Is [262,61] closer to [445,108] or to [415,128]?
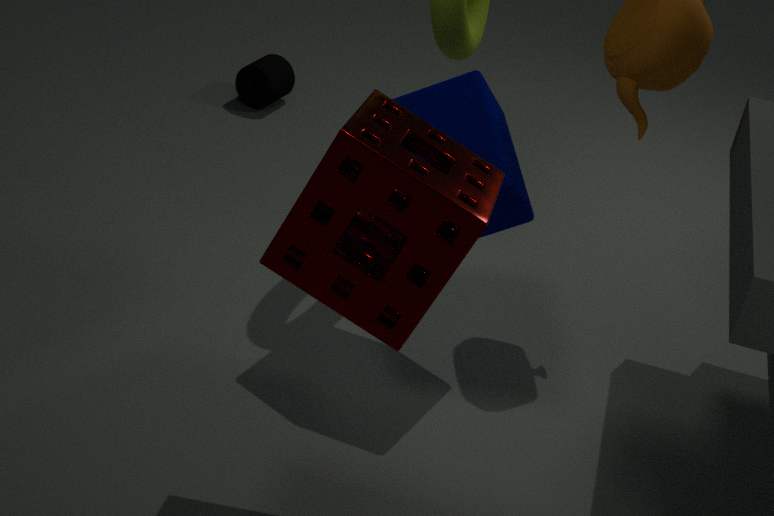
[445,108]
